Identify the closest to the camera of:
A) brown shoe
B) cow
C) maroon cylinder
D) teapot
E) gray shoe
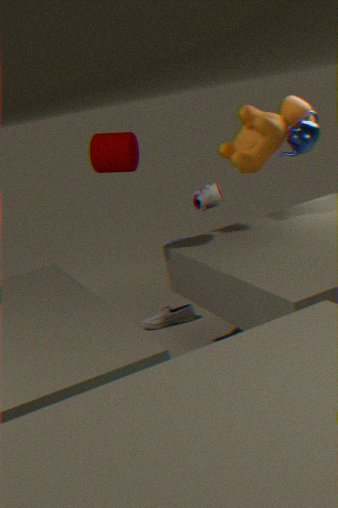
maroon cylinder
